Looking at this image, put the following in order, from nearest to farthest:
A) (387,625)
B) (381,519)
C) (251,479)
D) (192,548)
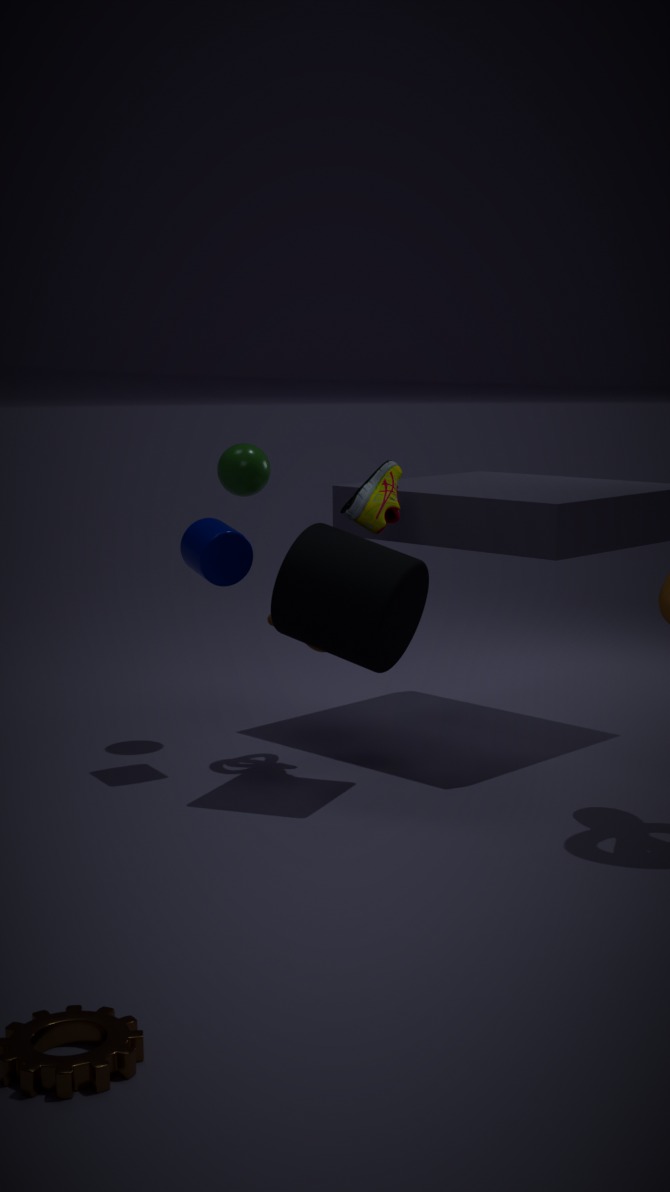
(387,625) < (381,519) < (192,548) < (251,479)
